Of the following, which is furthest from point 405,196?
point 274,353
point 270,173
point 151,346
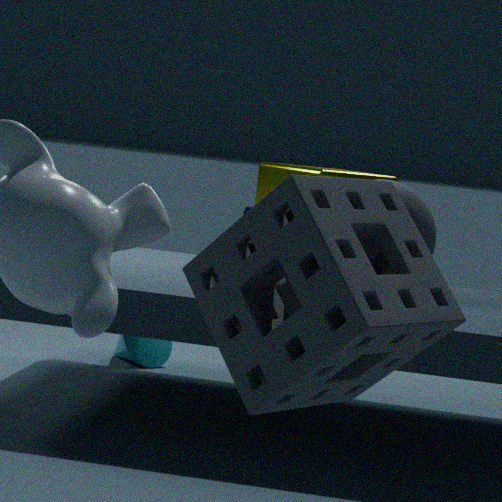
point 274,353
